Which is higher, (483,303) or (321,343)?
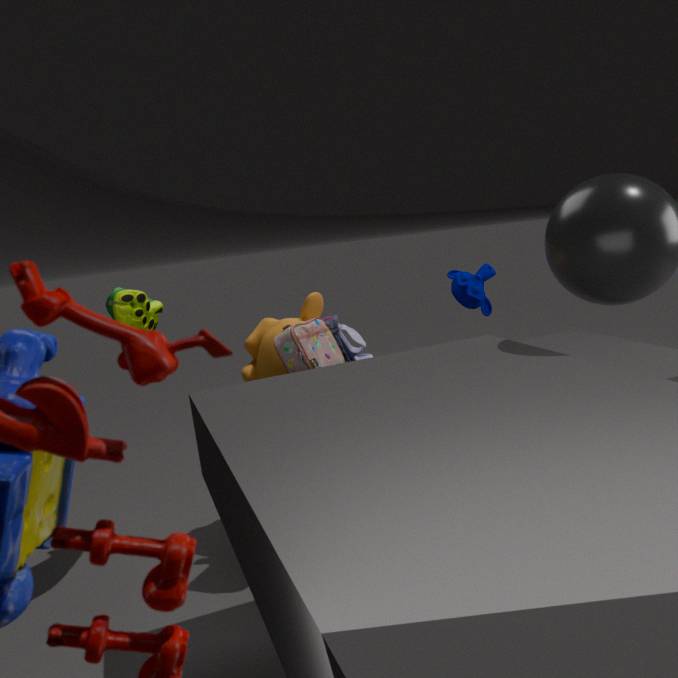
(483,303)
